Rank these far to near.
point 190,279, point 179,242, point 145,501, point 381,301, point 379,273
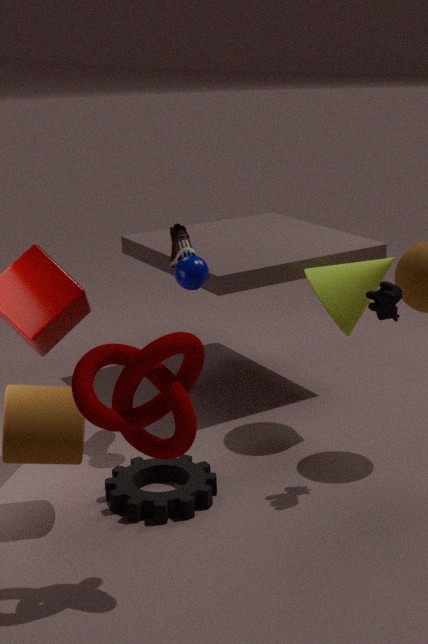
point 379,273 < point 179,242 < point 190,279 < point 145,501 < point 381,301
